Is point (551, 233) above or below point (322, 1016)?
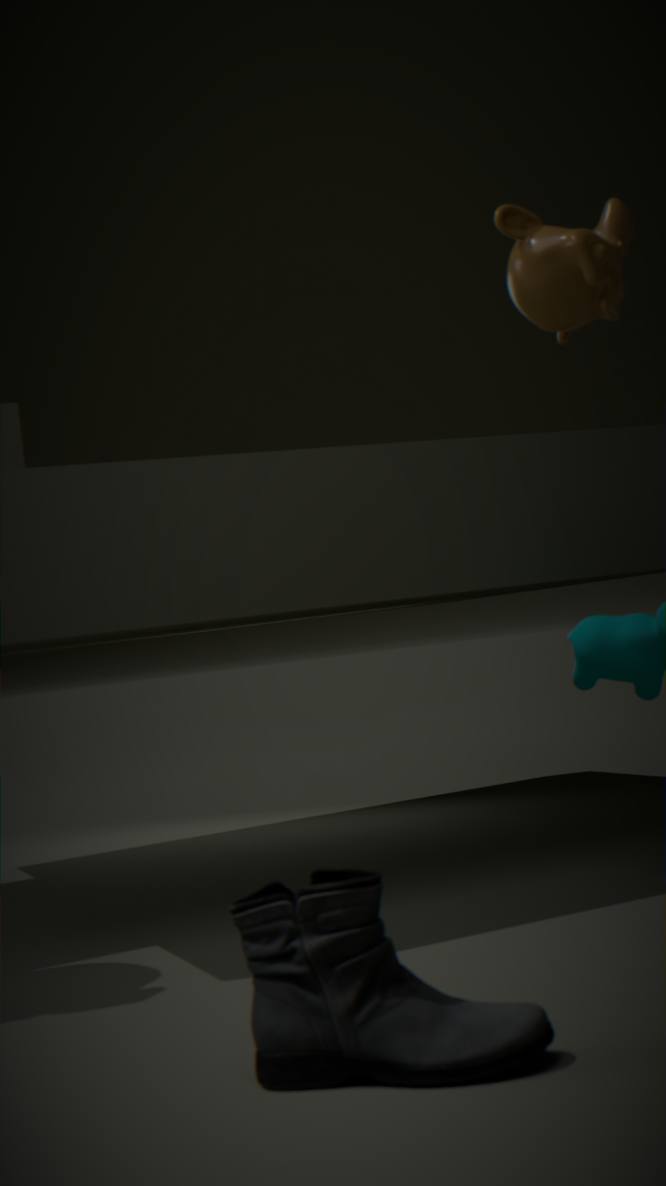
above
